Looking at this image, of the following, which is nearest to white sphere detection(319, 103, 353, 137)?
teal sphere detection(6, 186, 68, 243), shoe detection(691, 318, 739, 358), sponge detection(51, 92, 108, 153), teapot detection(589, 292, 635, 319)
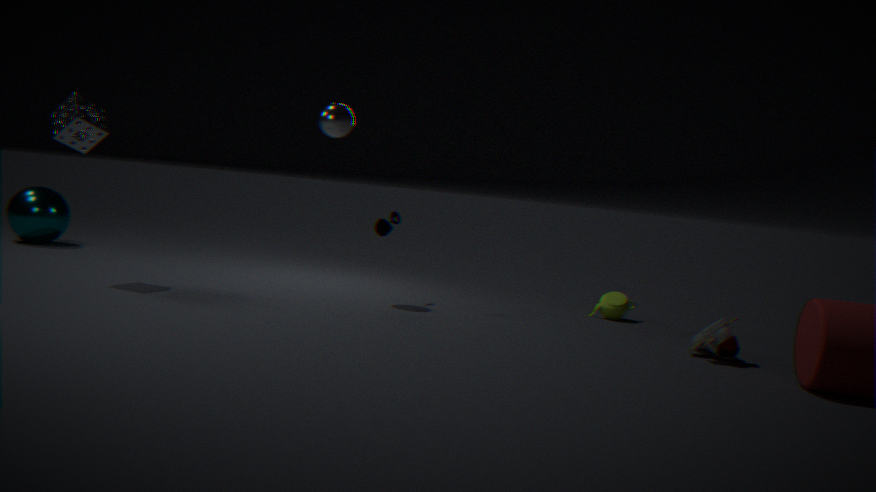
sponge detection(51, 92, 108, 153)
